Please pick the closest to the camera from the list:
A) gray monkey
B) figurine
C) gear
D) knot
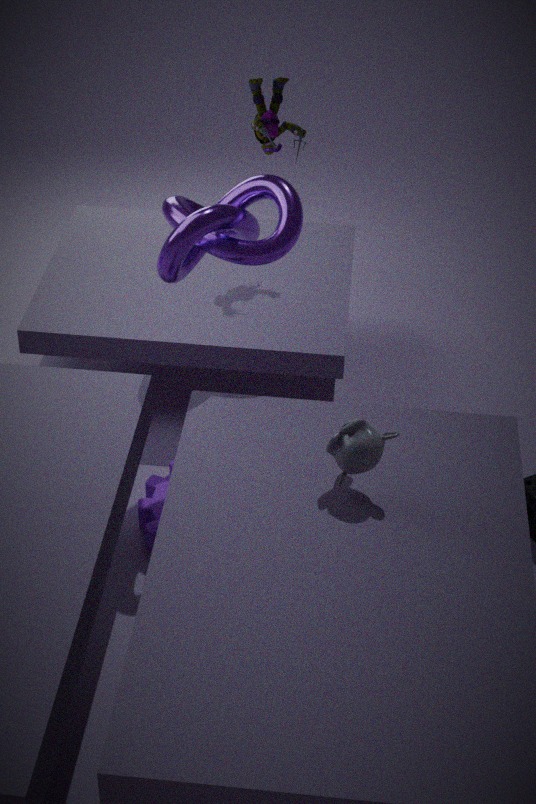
gray monkey
